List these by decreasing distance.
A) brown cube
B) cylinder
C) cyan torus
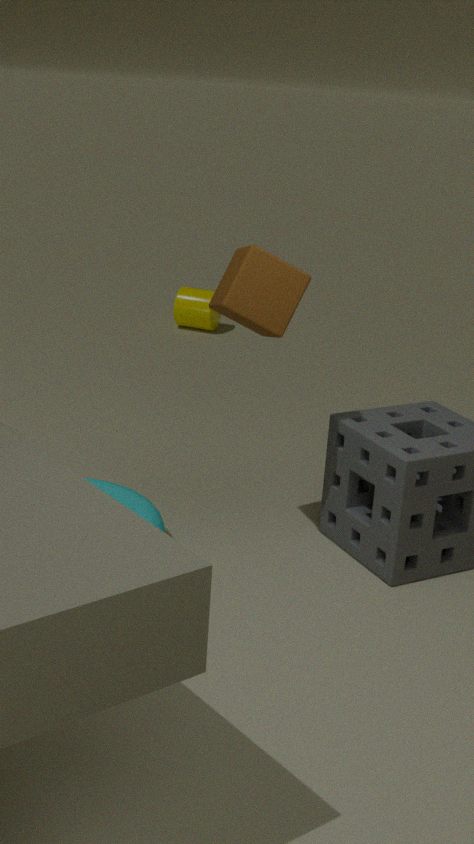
cylinder, cyan torus, brown cube
